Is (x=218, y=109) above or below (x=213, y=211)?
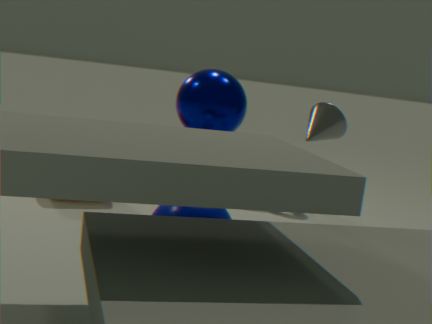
above
